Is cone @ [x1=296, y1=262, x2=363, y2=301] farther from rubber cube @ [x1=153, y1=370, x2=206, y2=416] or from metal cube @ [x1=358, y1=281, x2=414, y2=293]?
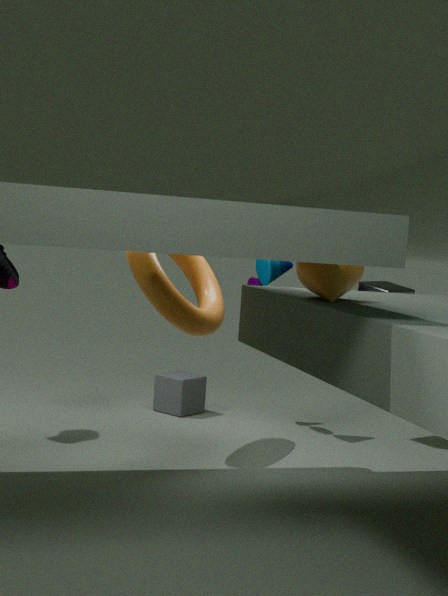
rubber cube @ [x1=153, y1=370, x2=206, y2=416]
